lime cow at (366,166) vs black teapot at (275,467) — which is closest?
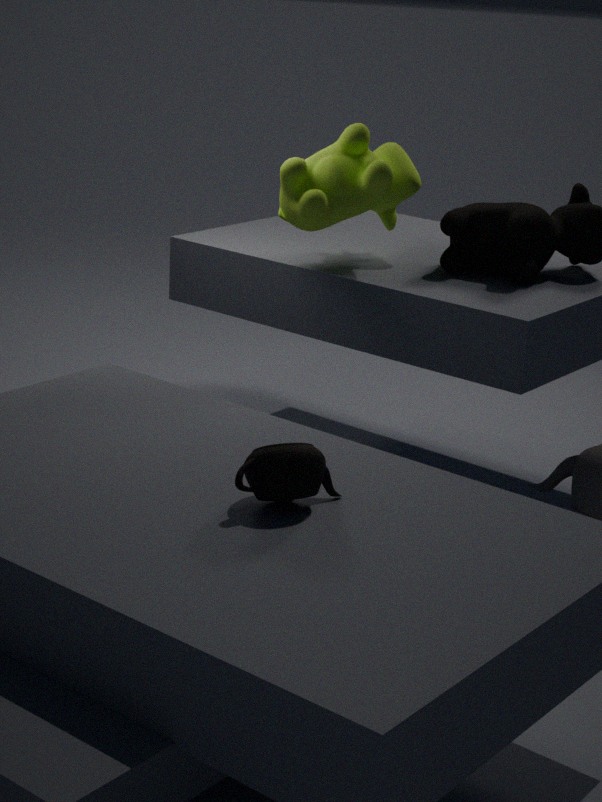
black teapot at (275,467)
